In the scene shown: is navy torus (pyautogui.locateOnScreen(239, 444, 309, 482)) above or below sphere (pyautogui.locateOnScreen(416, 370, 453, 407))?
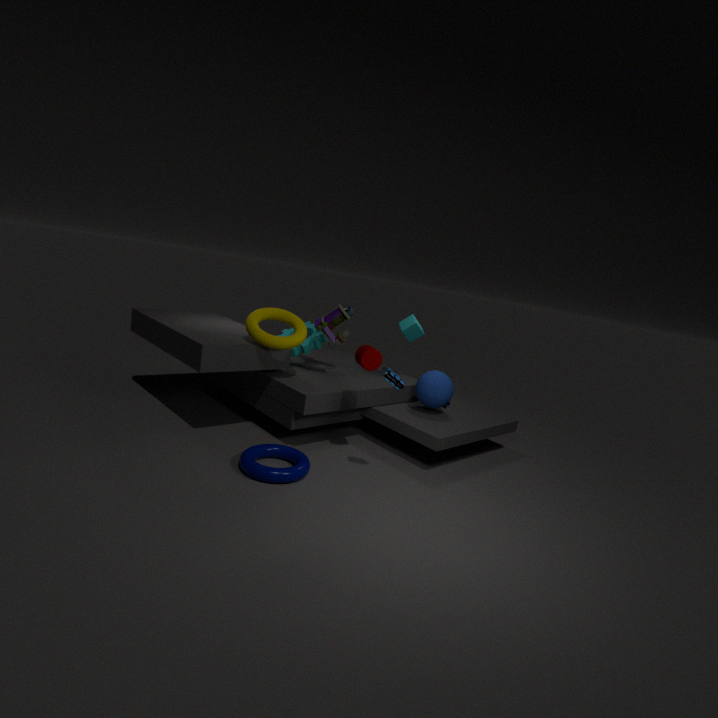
below
